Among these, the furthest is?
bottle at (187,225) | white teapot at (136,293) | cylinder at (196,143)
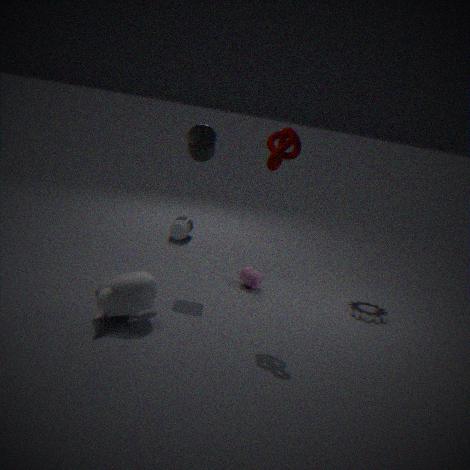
bottle at (187,225)
